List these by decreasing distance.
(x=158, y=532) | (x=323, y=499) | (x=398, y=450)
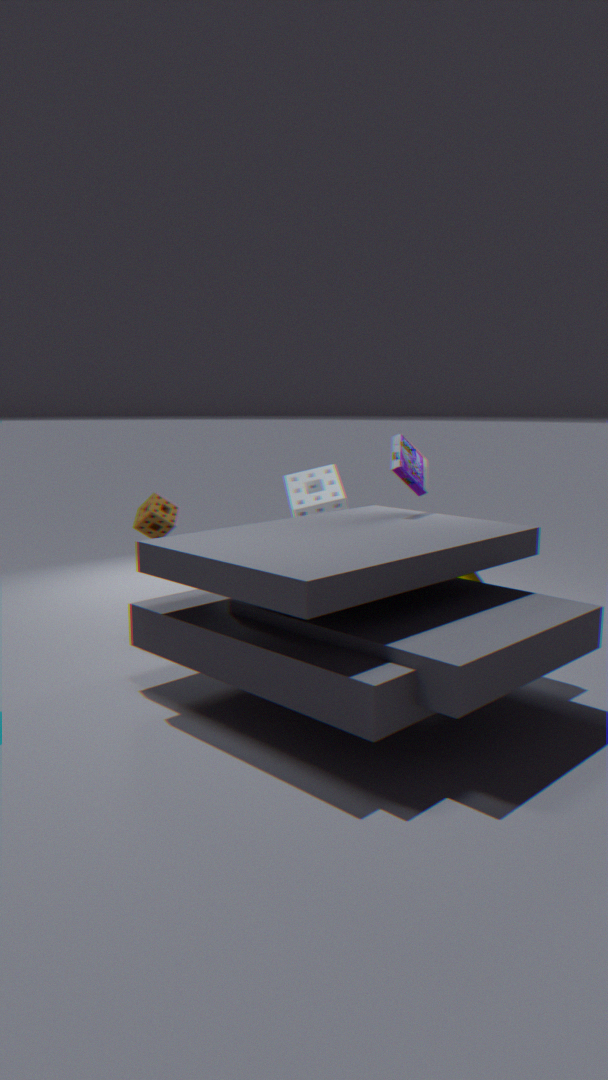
(x=323, y=499), (x=158, y=532), (x=398, y=450)
